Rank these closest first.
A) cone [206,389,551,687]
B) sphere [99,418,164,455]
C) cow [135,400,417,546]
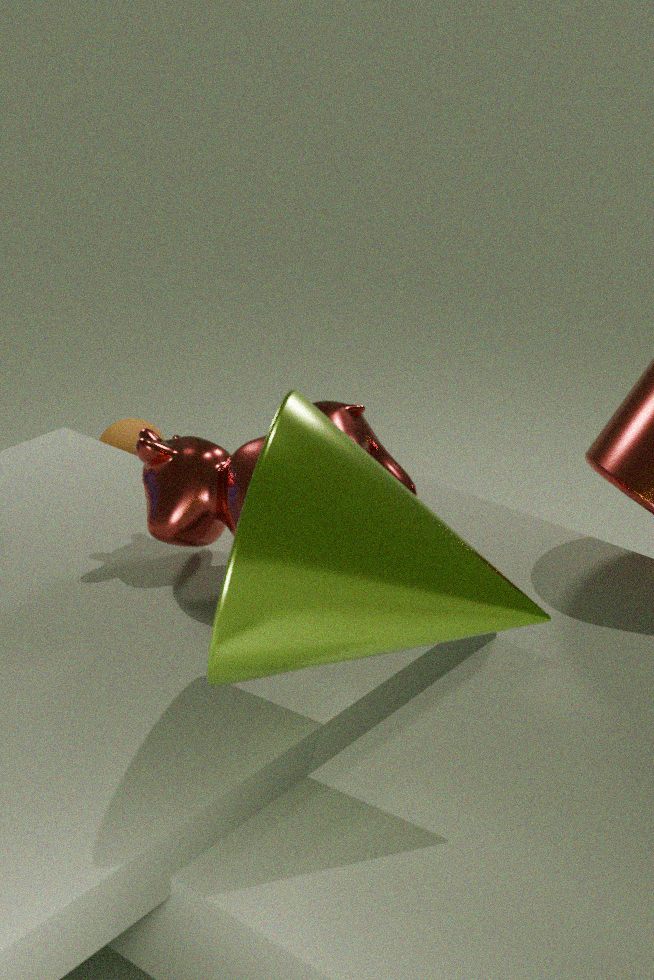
1. A. cone [206,389,551,687]
2. C. cow [135,400,417,546]
3. B. sphere [99,418,164,455]
